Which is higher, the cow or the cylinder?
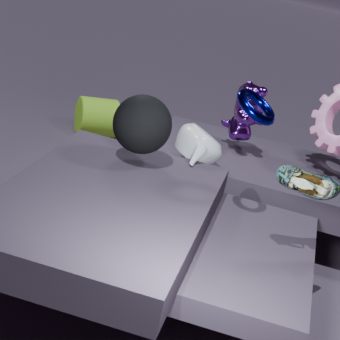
the cow
